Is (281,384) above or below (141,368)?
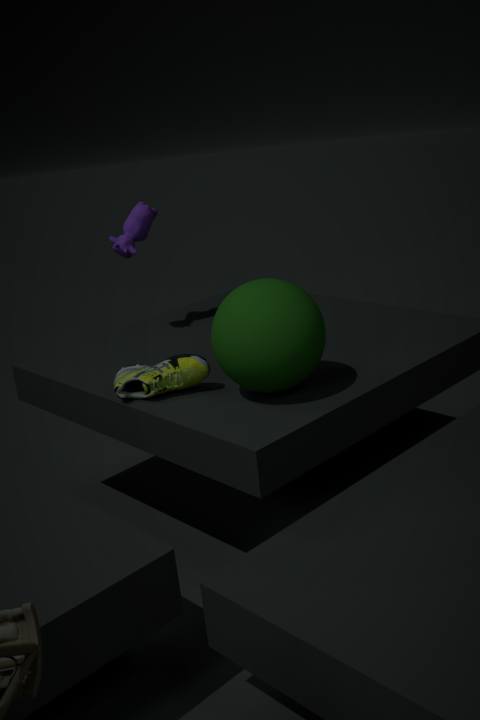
above
